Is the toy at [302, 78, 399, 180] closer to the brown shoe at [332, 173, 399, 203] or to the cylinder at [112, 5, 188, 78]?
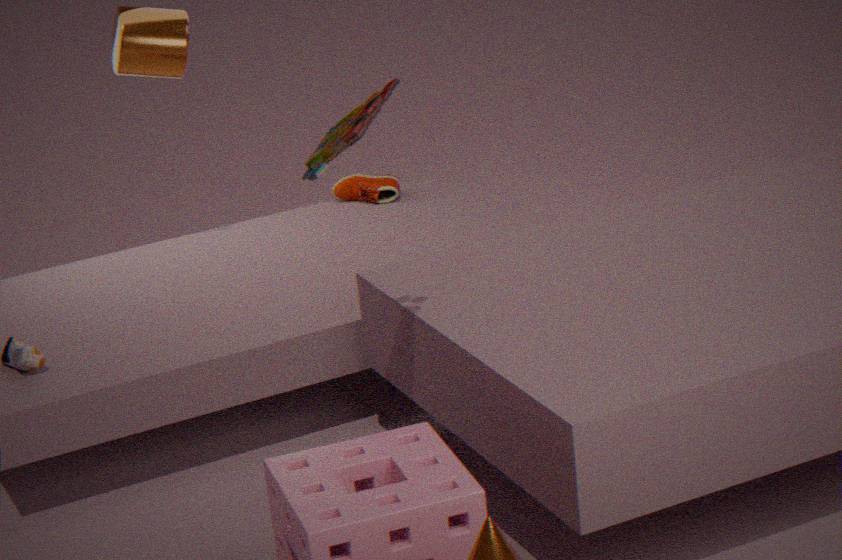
the cylinder at [112, 5, 188, 78]
